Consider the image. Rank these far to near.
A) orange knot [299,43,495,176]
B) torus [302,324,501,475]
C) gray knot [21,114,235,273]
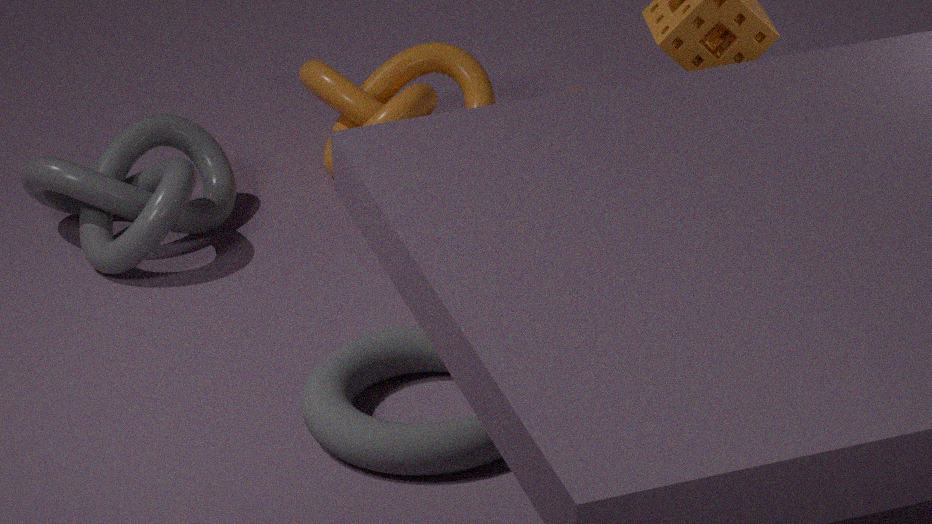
orange knot [299,43,495,176] → gray knot [21,114,235,273] → torus [302,324,501,475]
